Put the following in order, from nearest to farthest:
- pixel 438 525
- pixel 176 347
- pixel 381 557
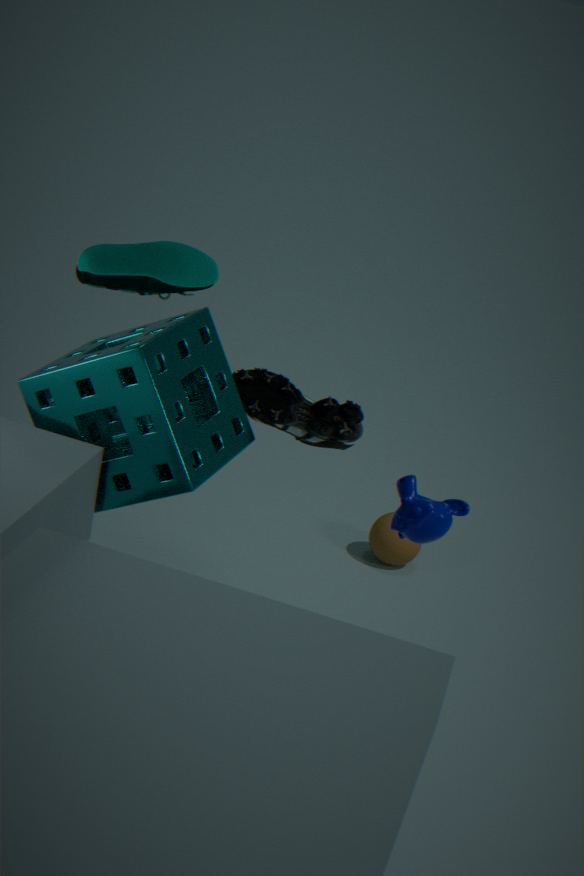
pixel 176 347 < pixel 438 525 < pixel 381 557
